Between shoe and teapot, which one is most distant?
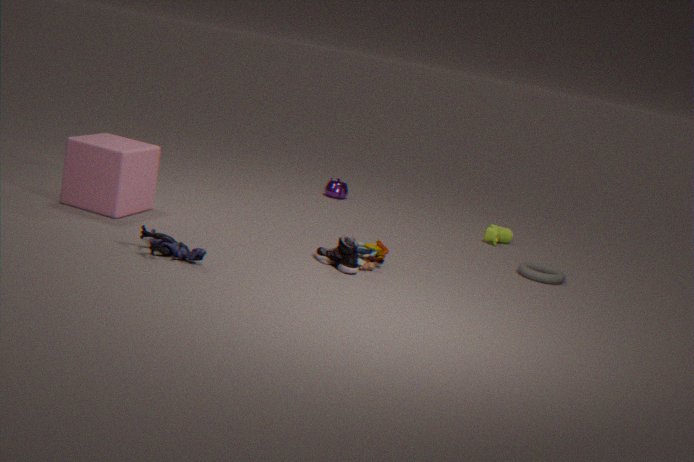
teapot
